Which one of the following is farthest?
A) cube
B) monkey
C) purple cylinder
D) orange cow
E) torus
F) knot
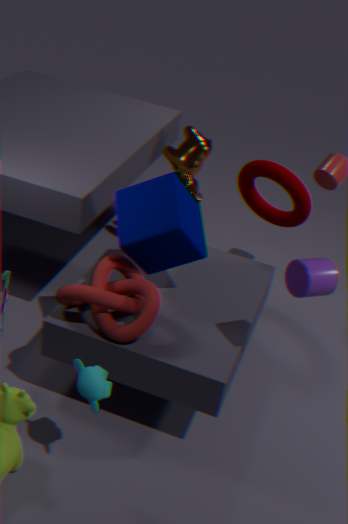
orange cow
